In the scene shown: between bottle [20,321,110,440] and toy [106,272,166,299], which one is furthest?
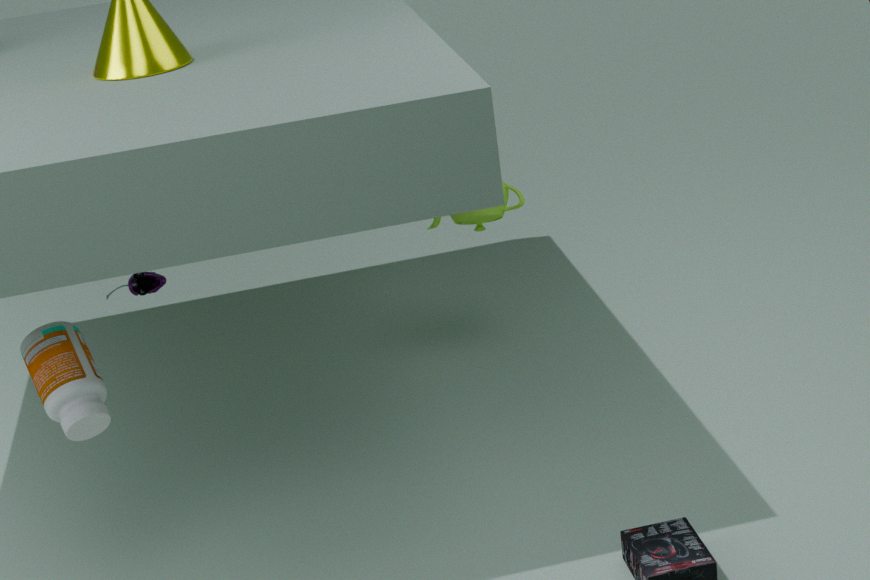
toy [106,272,166,299]
